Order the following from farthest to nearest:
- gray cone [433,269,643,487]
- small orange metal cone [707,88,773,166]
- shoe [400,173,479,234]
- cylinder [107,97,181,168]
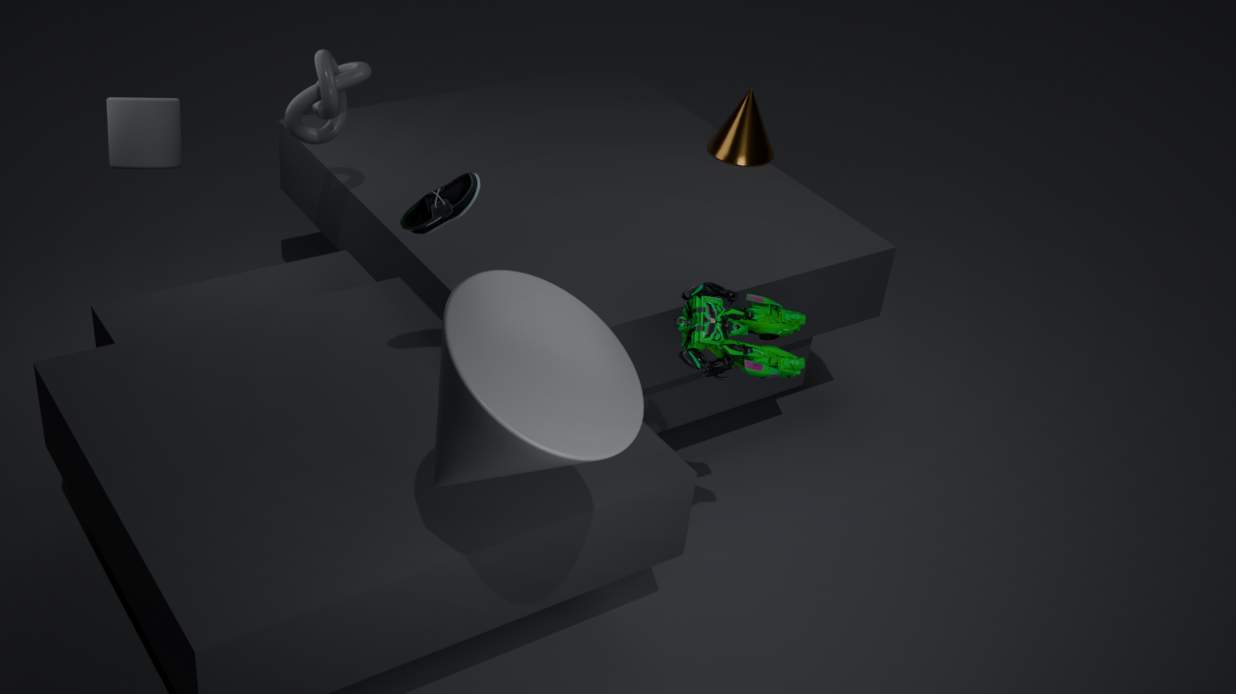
small orange metal cone [707,88,773,166] < cylinder [107,97,181,168] < shoe [400,173,479,234] < gray cone [433,269,643,487]
